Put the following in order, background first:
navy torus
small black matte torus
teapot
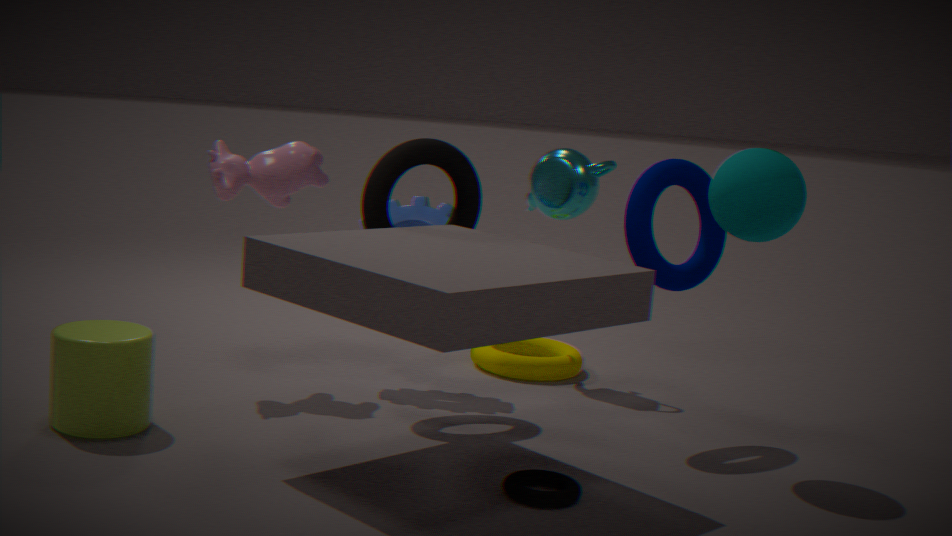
teapot < navy torus < small black matte torus
